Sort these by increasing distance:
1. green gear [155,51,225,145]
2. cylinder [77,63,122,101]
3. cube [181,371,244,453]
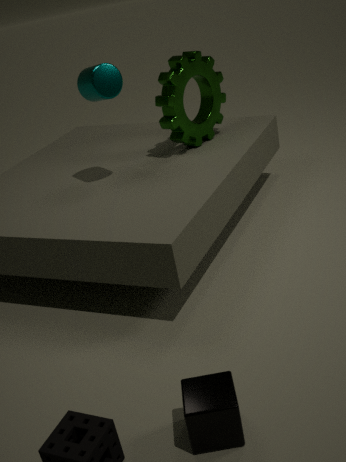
cube [181,371,244,453], cylinder [77,63,122,101], green gear [155,51,225,145]
